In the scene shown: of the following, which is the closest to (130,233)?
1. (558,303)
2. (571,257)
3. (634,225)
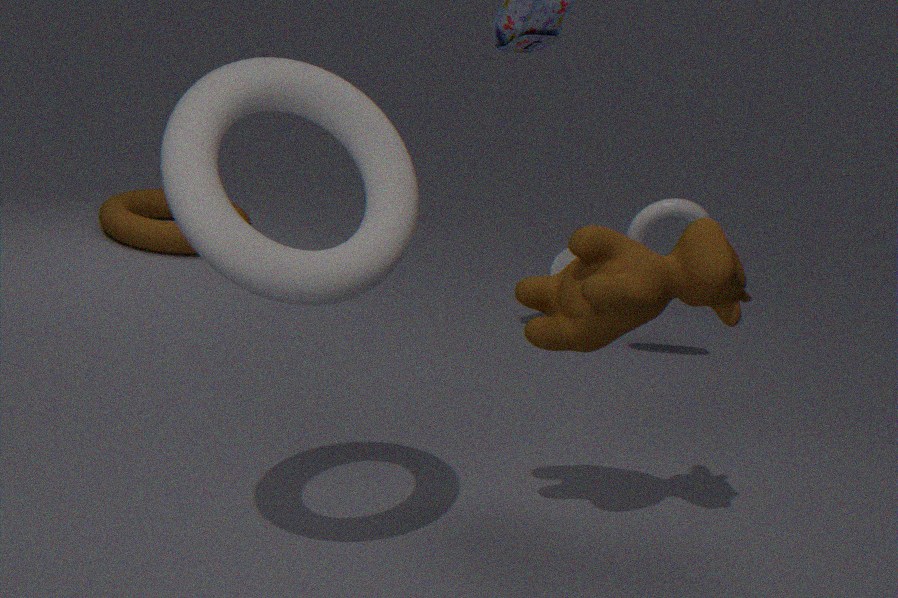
(571,257)
